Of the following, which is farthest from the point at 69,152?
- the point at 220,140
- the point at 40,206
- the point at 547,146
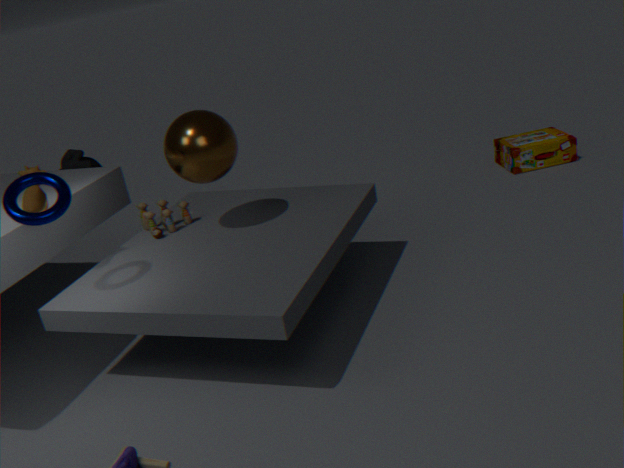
the point at 547,146
